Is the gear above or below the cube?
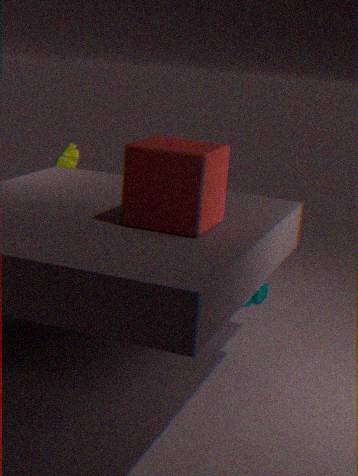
below
